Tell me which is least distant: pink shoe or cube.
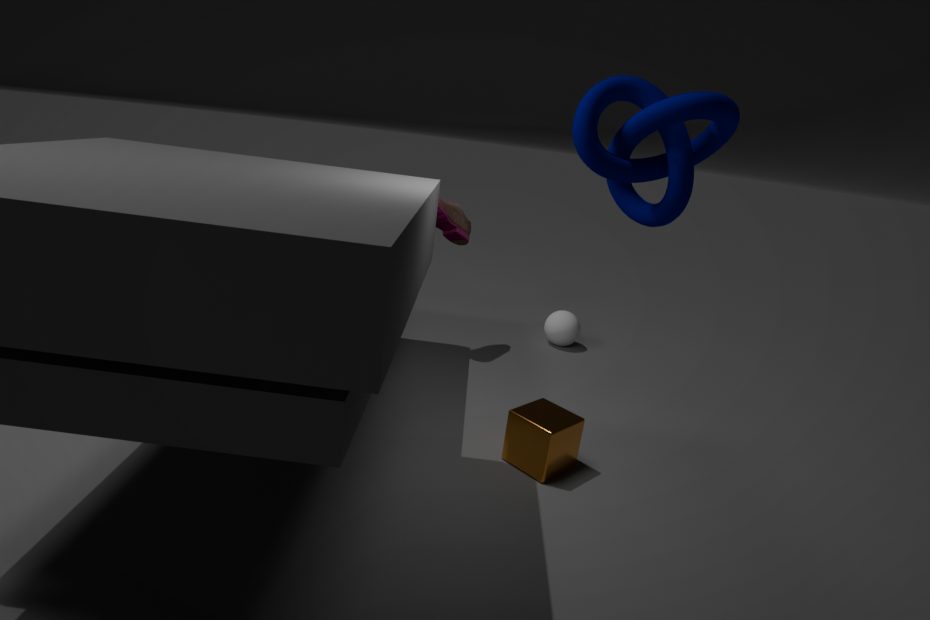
cube
